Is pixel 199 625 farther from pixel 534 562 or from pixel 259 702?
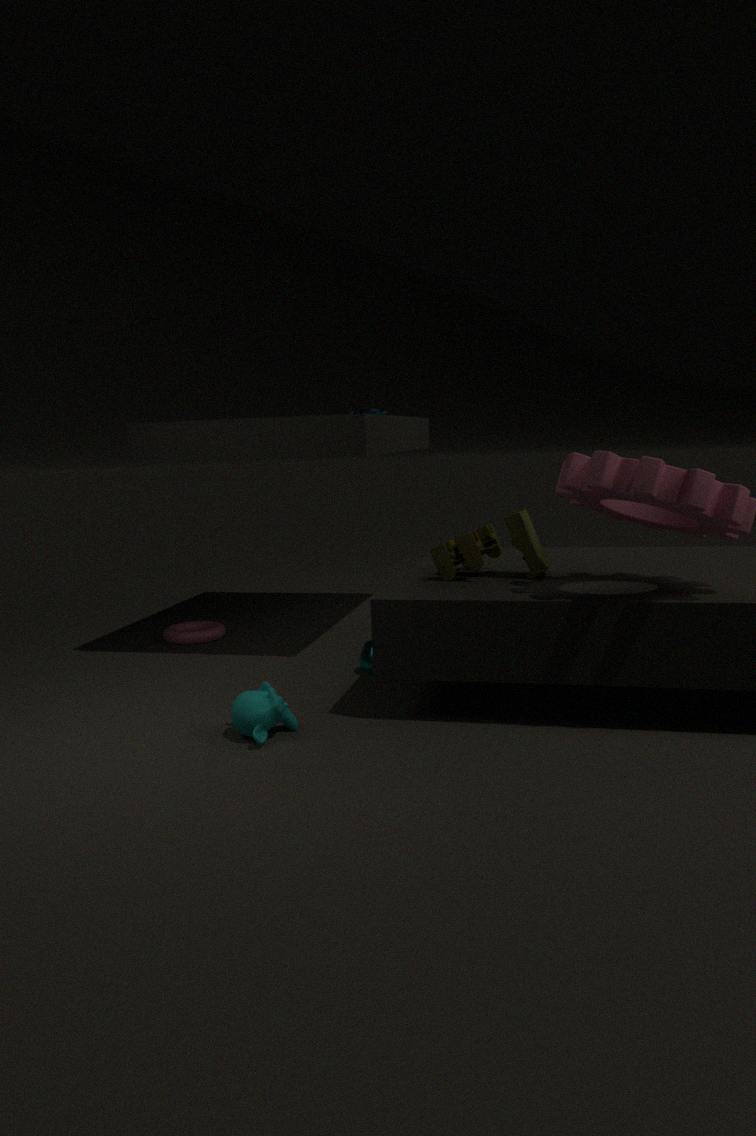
pixel 534 562
